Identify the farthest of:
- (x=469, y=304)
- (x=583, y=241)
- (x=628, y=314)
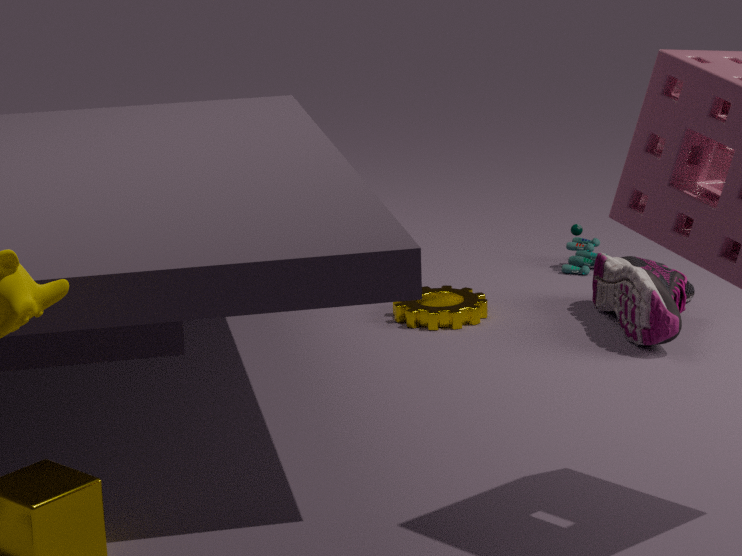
(x=583, y=241)
